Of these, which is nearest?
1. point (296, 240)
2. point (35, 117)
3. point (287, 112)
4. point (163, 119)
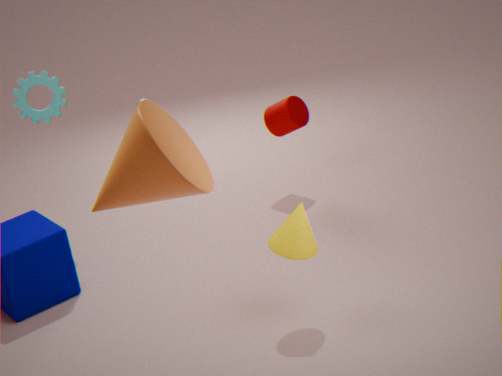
point (163, 119)
